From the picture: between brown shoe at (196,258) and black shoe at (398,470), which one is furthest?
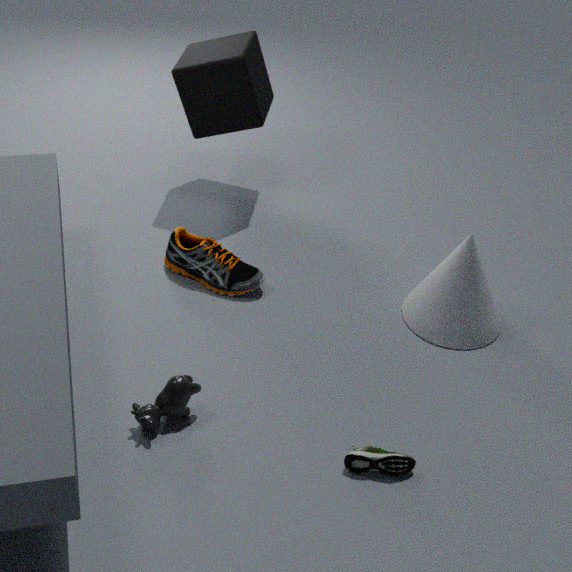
brown shoe at (196,258)
